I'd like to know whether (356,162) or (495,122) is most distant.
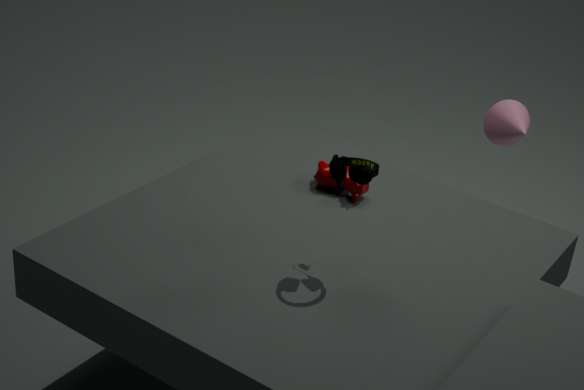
(495,122)
